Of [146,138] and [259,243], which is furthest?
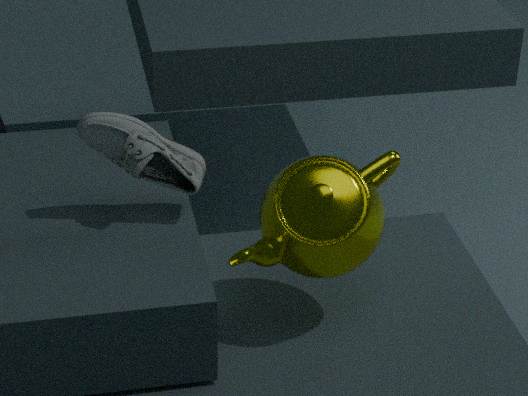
[259,243]
